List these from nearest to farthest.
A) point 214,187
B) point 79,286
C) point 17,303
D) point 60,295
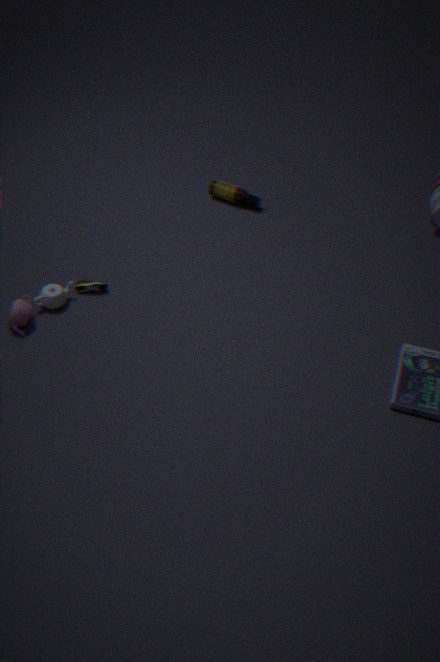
point 17,303 < point 60,295 < point 79,286 < point 214,187
